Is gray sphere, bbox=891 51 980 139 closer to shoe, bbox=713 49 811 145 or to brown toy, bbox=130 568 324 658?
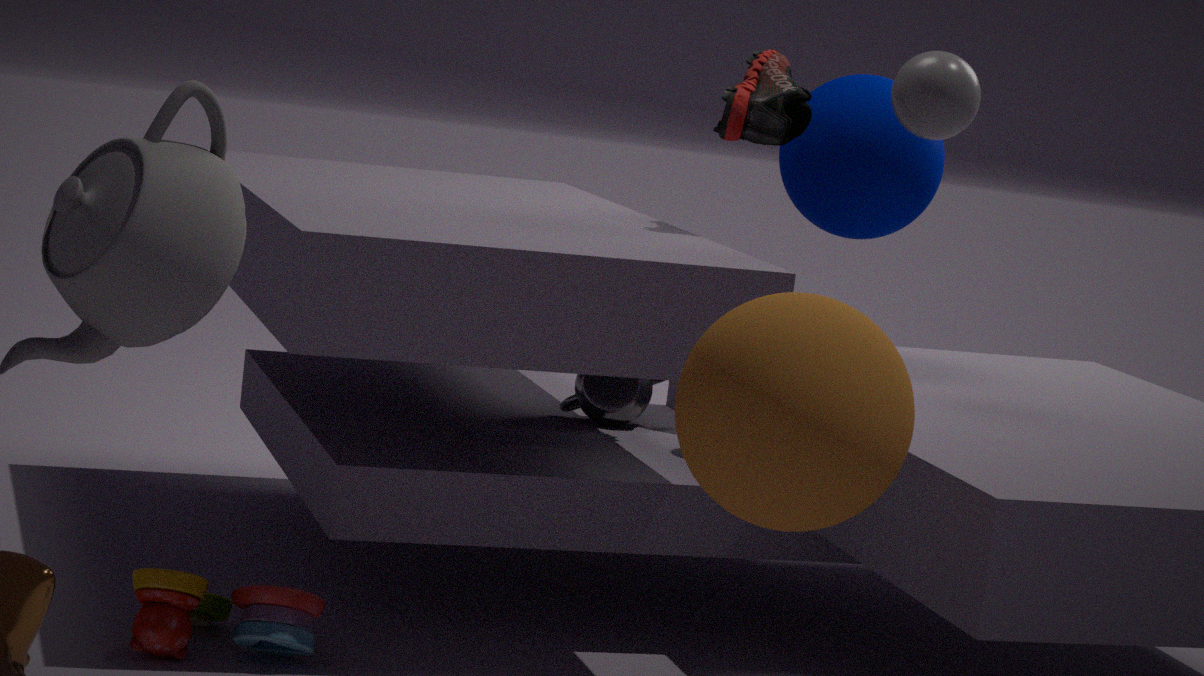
shoe, bbox=713 49 811 145
